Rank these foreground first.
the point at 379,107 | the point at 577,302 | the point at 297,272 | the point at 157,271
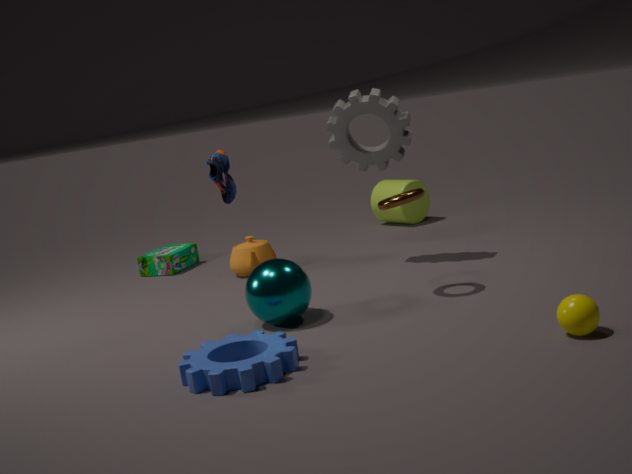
the point at 577,302
the point at 297,272
the point at 379,107
the point at 157,271
